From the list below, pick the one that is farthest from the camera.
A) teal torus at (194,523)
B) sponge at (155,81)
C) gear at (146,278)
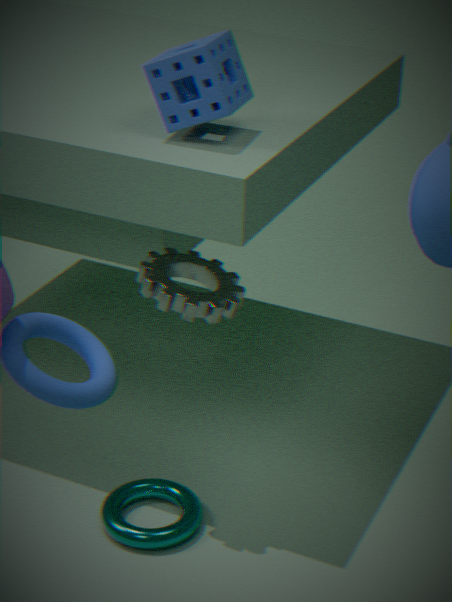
teal torus at (194,523)
